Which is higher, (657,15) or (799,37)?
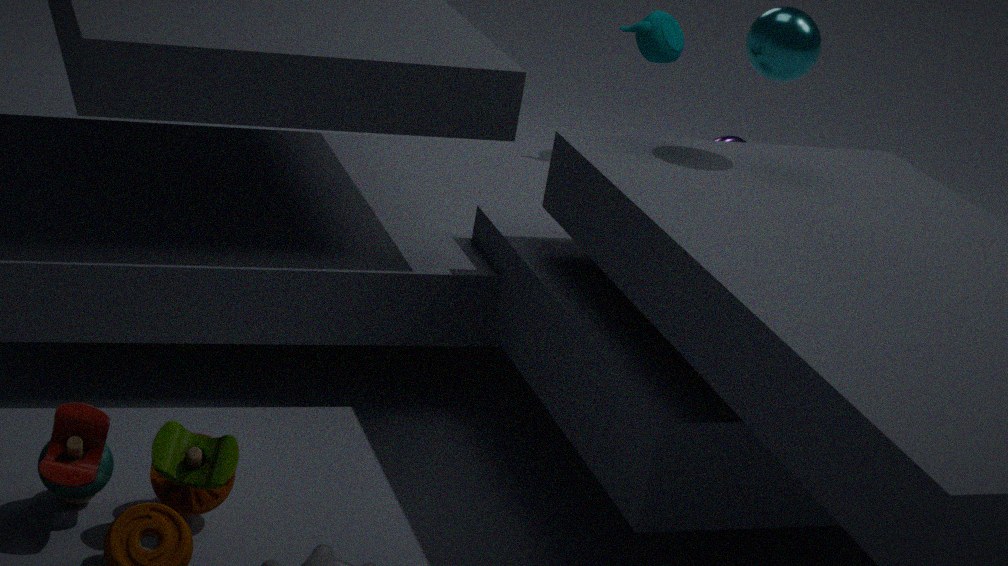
(799,37)
